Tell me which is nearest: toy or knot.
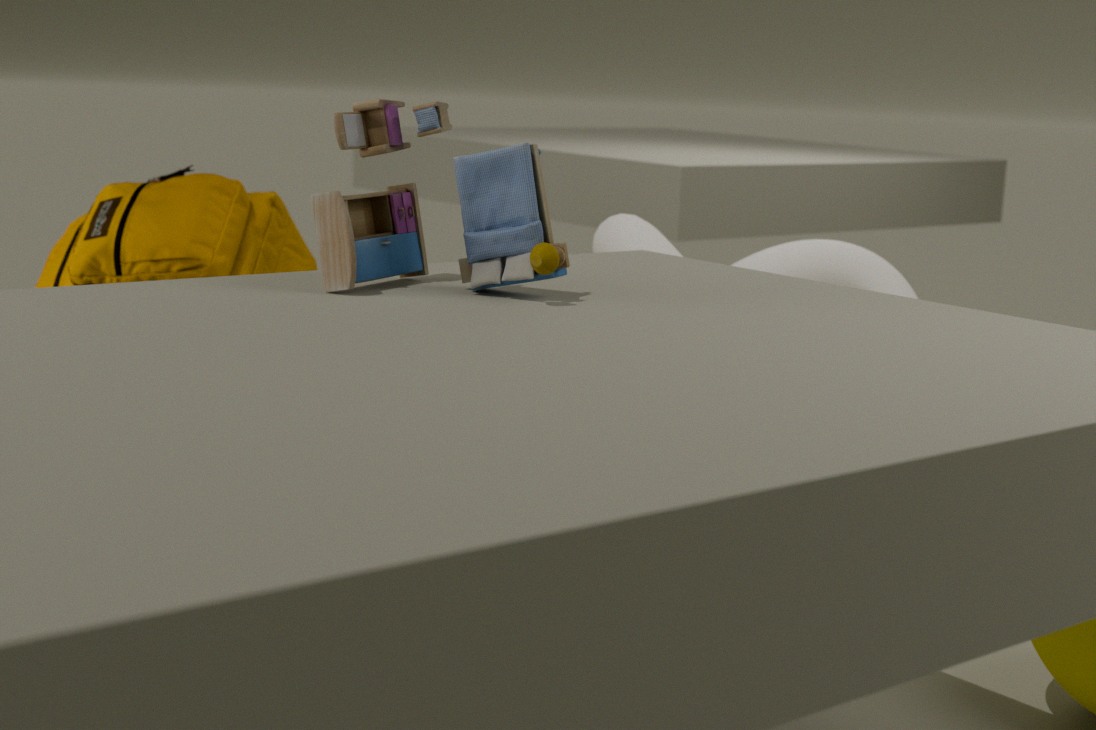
toy
